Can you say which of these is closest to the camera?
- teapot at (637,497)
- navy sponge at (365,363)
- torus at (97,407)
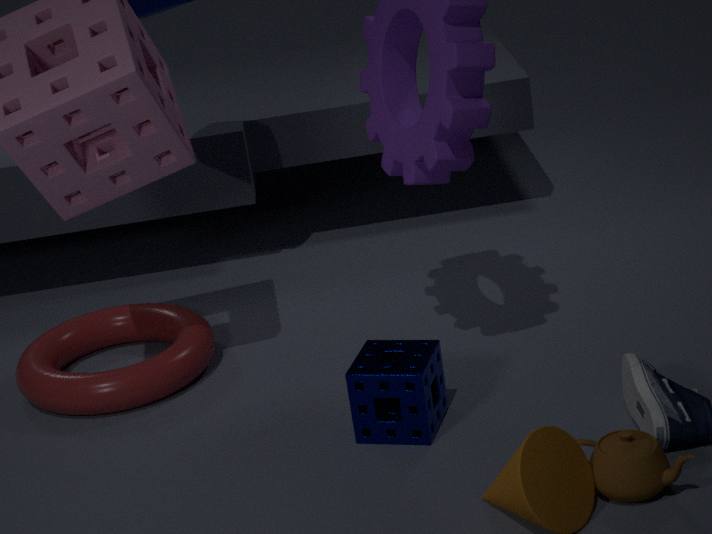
teapot at (637,497)
